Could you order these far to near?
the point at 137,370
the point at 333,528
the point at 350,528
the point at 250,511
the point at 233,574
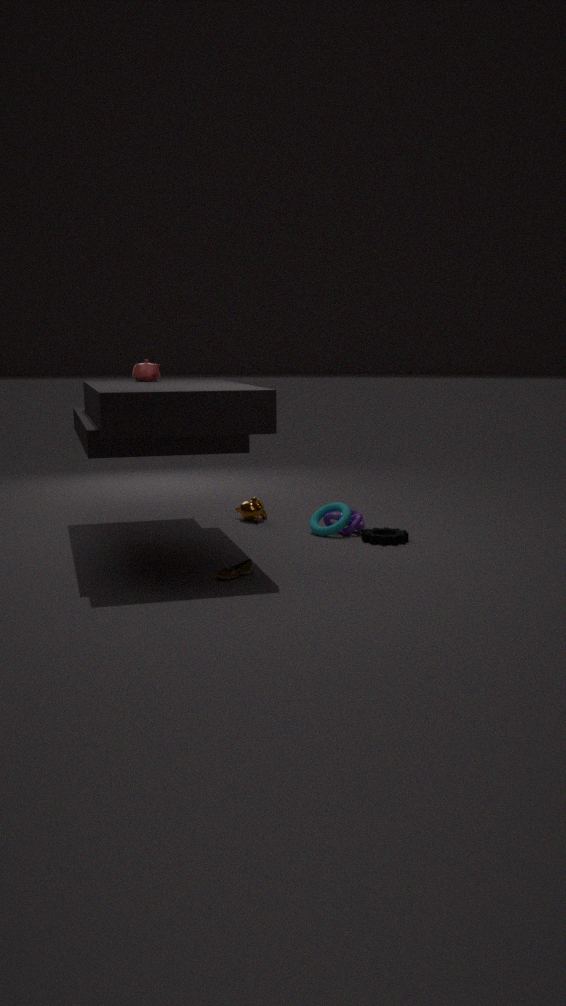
the point at 250,511
the point at 137,370
the point at 350,528
the point at 333,528
the point at 233,574
